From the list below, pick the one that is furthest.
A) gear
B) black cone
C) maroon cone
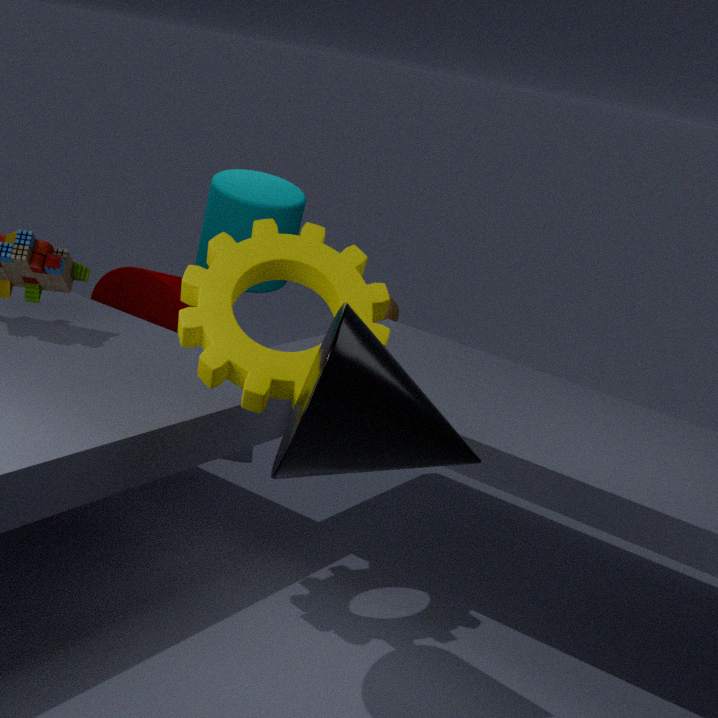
maroon cone
